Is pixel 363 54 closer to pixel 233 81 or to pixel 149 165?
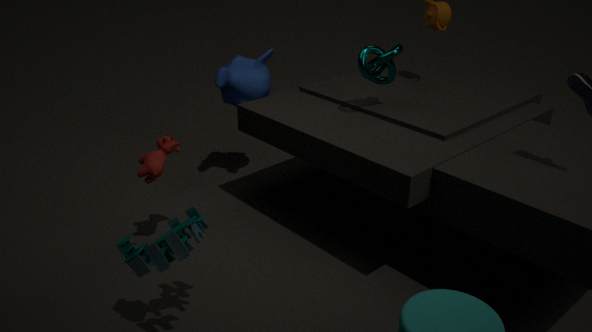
pixel 233 81
